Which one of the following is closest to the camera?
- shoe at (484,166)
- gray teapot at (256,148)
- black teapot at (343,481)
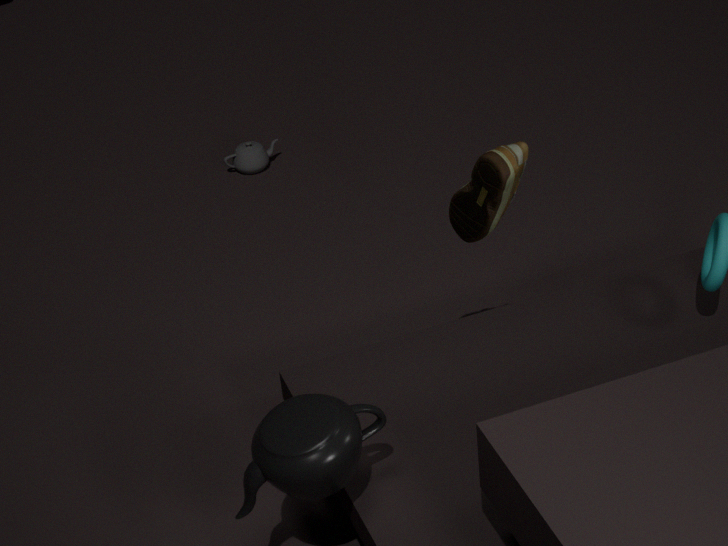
A: black teapot at (343,481)
